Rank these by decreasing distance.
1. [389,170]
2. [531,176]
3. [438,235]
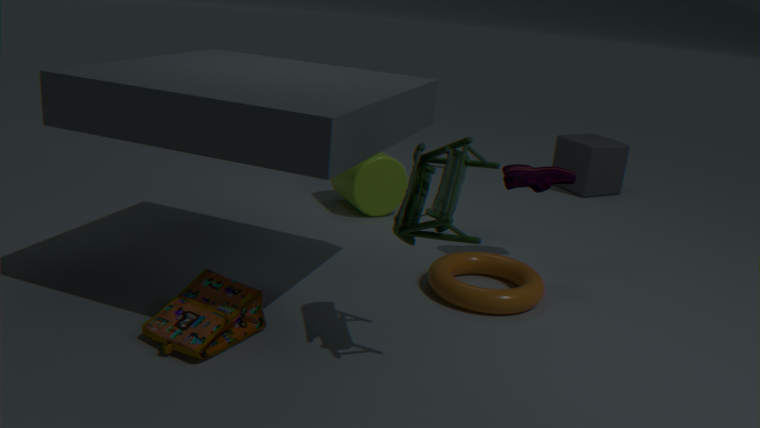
[389,170] → [531,176] → [438,235]
